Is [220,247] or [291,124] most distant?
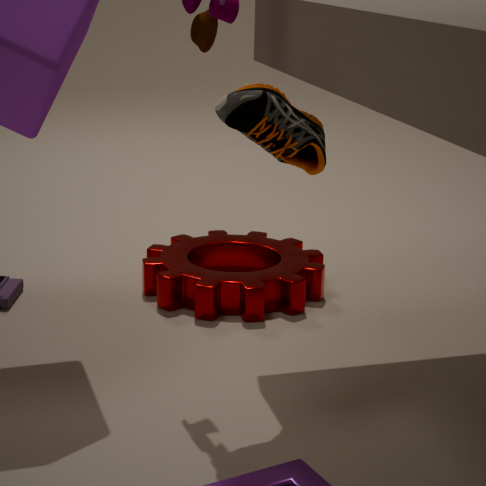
[220,247]
